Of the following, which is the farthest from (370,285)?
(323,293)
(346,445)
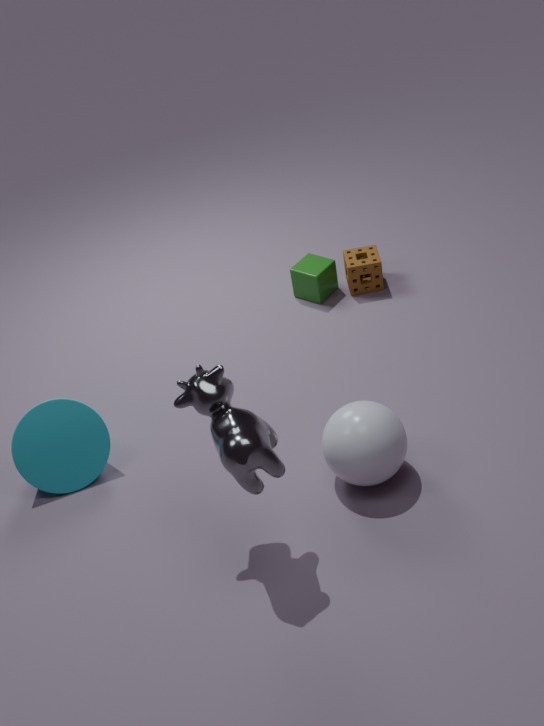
(346,445)
